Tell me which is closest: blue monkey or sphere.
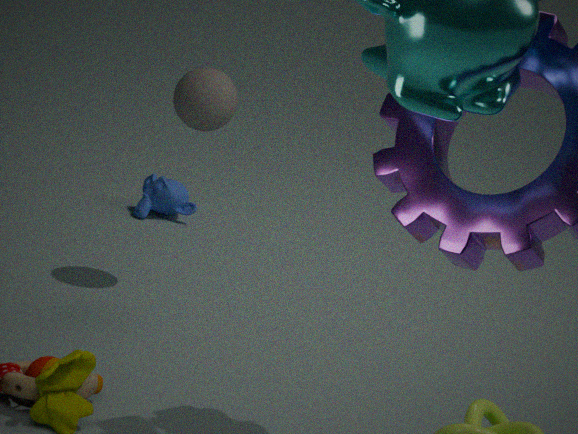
sphere
